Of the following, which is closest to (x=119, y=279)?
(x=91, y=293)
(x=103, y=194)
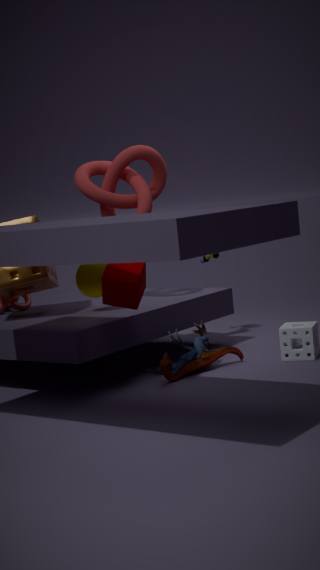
(x=91, y=293)
